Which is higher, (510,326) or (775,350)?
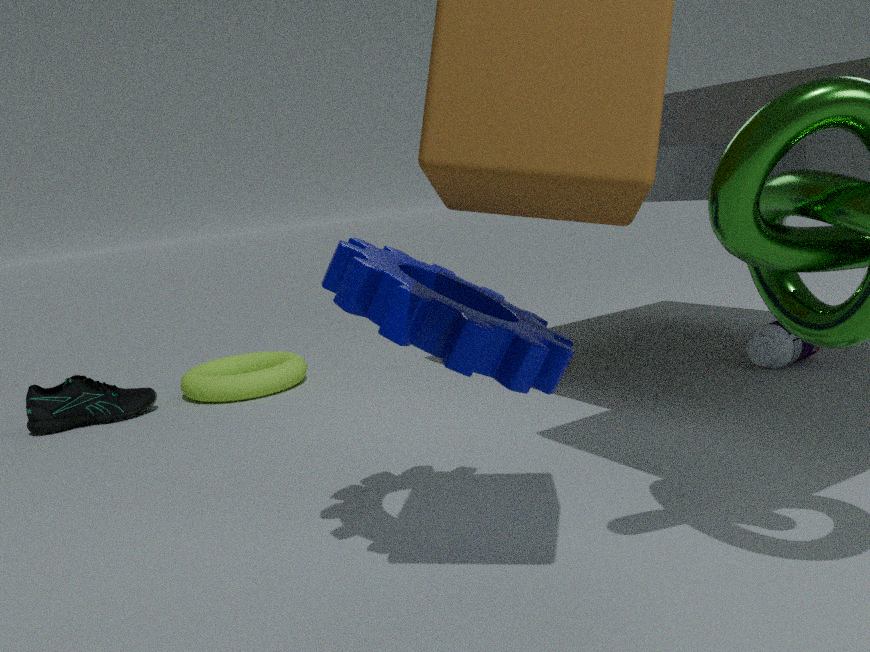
(510,326)
